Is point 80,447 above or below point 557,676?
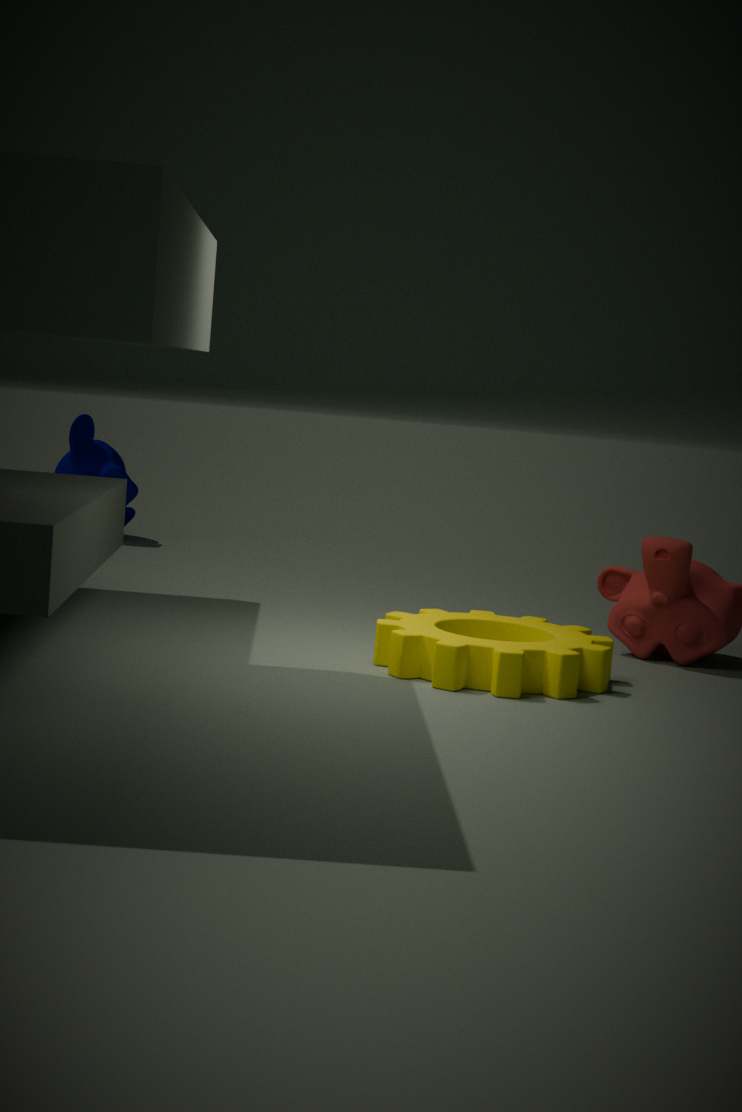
above
